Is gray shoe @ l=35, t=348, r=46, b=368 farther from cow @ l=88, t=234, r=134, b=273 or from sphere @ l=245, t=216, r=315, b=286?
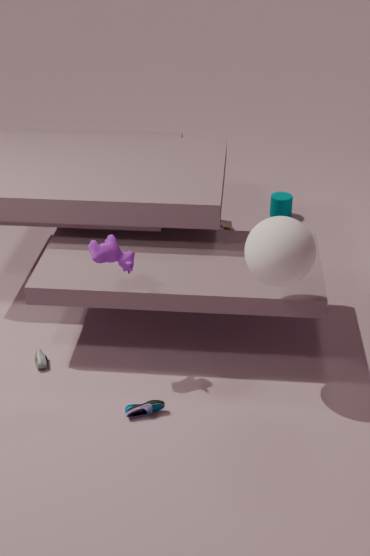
sphere @ l=245, t=216, r=315, b=286
